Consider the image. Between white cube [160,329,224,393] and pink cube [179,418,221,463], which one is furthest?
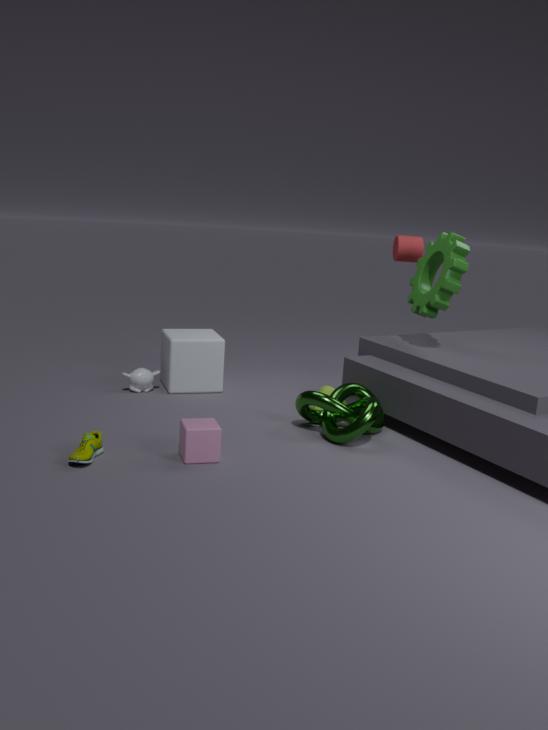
white cube [160,329,224,393]
